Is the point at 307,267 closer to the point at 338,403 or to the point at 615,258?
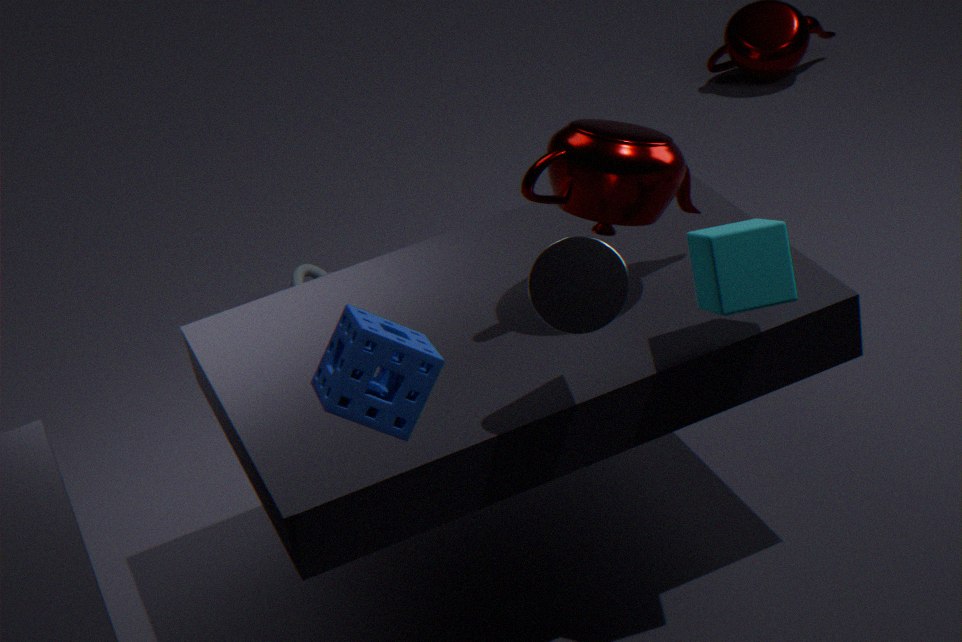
the point at 615,258
